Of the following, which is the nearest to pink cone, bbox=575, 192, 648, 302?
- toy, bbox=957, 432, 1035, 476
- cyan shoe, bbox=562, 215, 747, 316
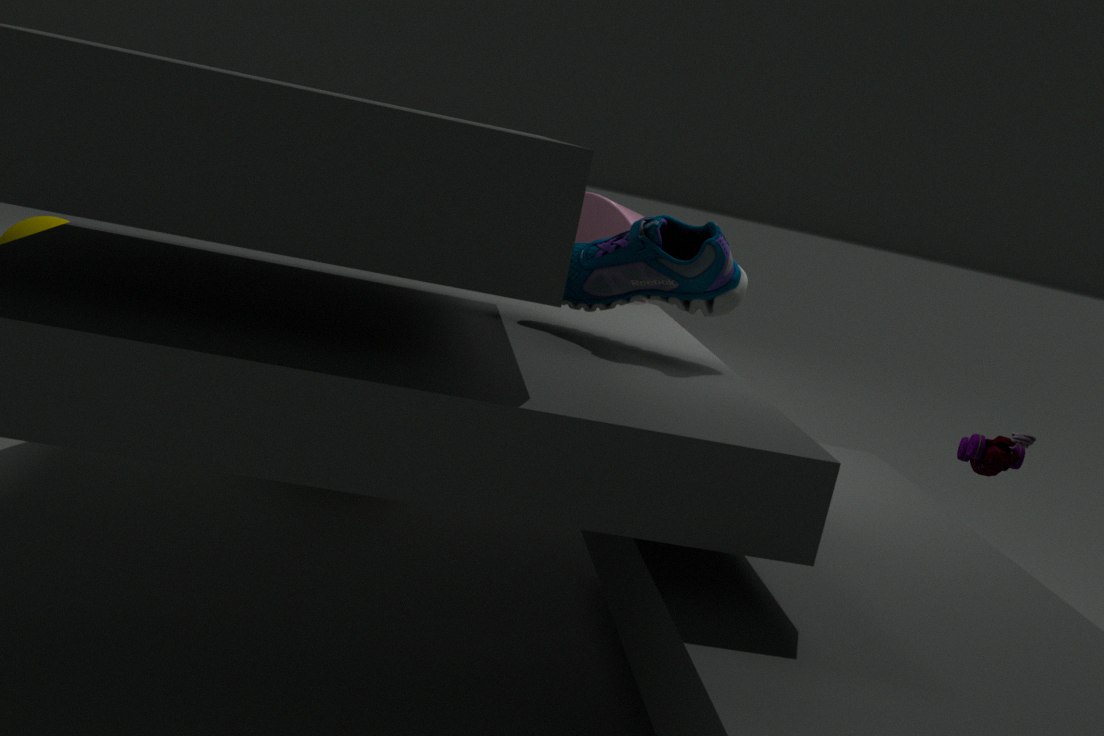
cyan shoe, bbox=562, 215, 747, 316
